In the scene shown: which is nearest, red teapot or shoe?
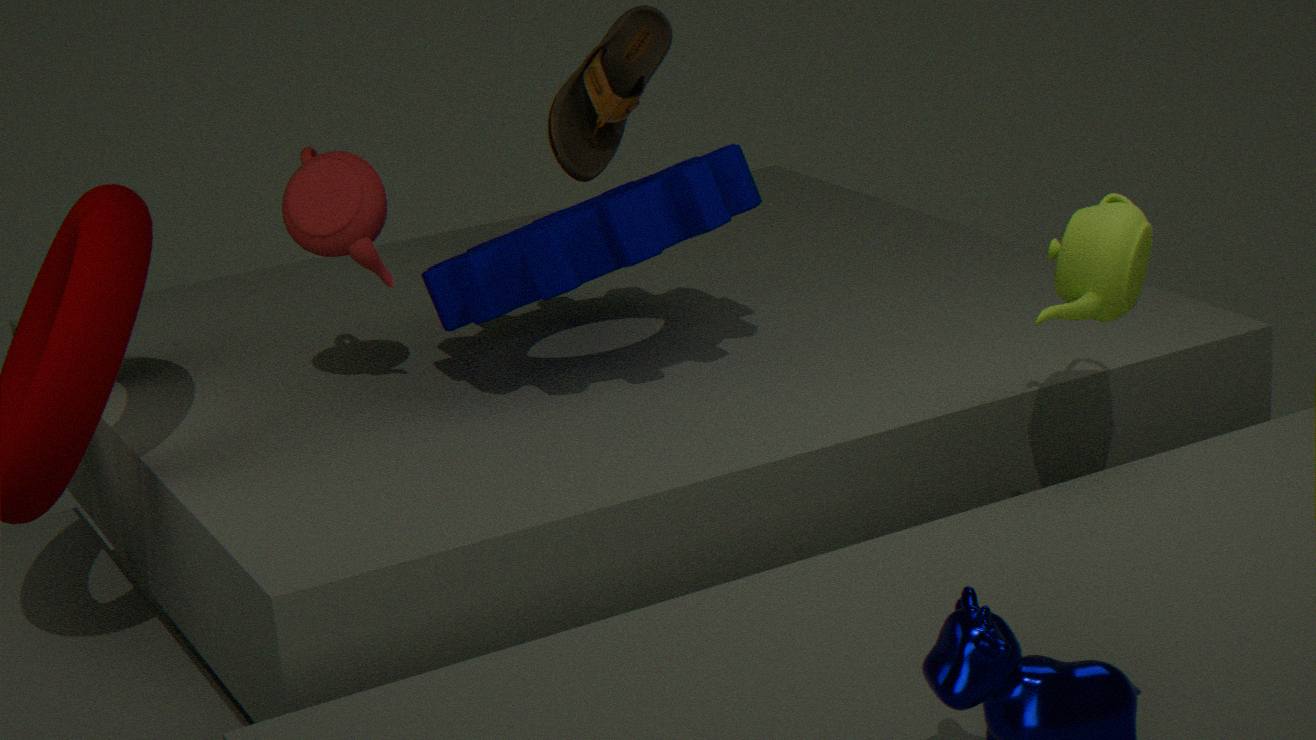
red teapot
